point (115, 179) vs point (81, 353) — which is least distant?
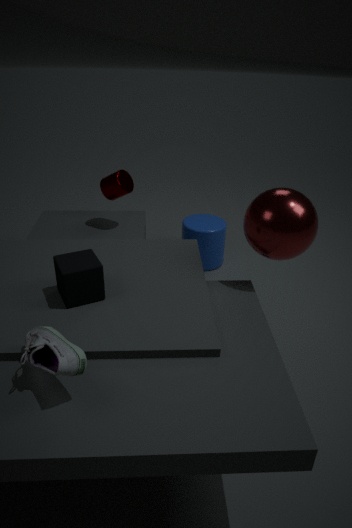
point (81, 353)
